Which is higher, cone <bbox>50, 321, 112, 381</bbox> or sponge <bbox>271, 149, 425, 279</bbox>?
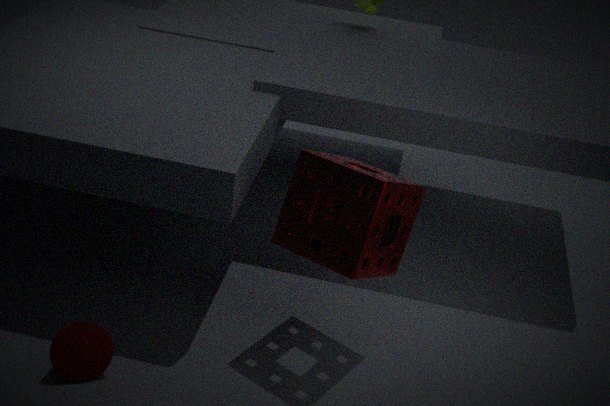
sponge <bbox>271, 149, 425, 279</bbox>
